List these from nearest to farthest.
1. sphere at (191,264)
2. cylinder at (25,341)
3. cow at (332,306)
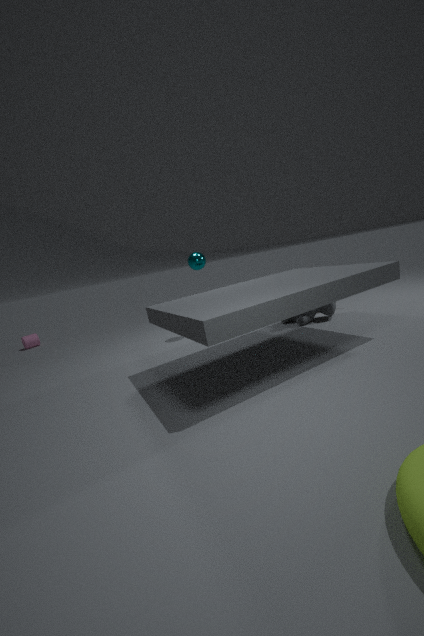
cow at (332,306) → sphere at (191,264) → cylinder at (25,341)
